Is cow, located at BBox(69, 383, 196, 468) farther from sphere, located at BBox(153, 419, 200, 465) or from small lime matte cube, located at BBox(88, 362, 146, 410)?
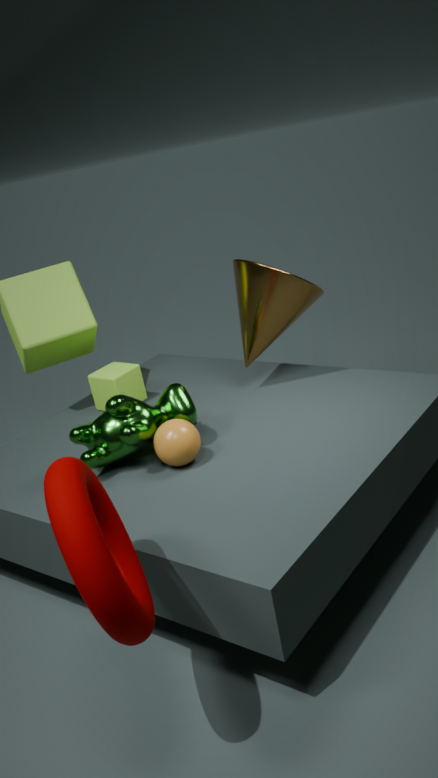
small lime matte cube, located at BBox(88, 362, 146, 410)
